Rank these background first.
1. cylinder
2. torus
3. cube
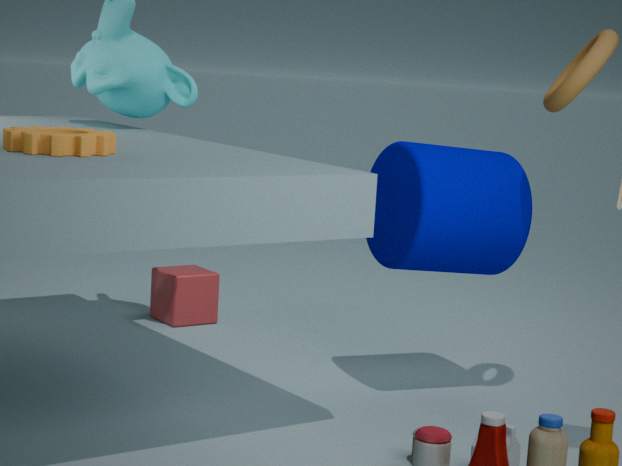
cube < cylinder < torus
